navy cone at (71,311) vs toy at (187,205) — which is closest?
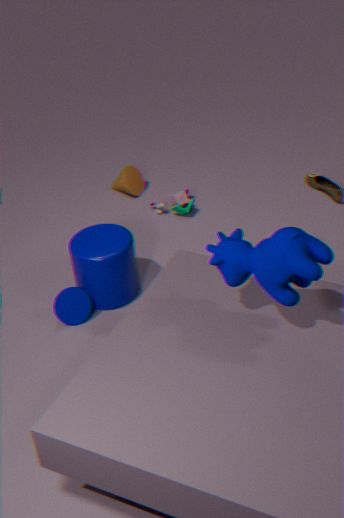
navy cone at (71,311)
